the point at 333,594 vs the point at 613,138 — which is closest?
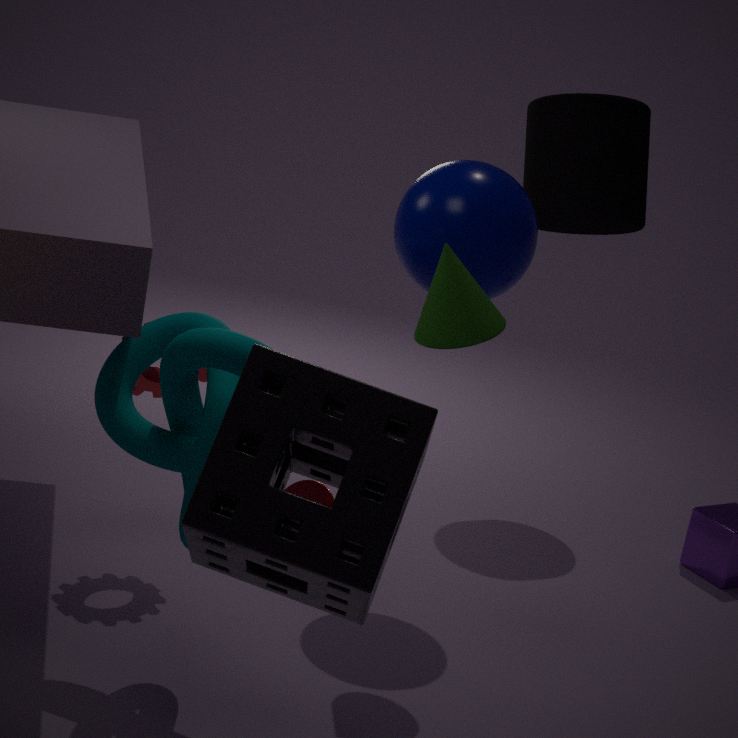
the point at 333,594
